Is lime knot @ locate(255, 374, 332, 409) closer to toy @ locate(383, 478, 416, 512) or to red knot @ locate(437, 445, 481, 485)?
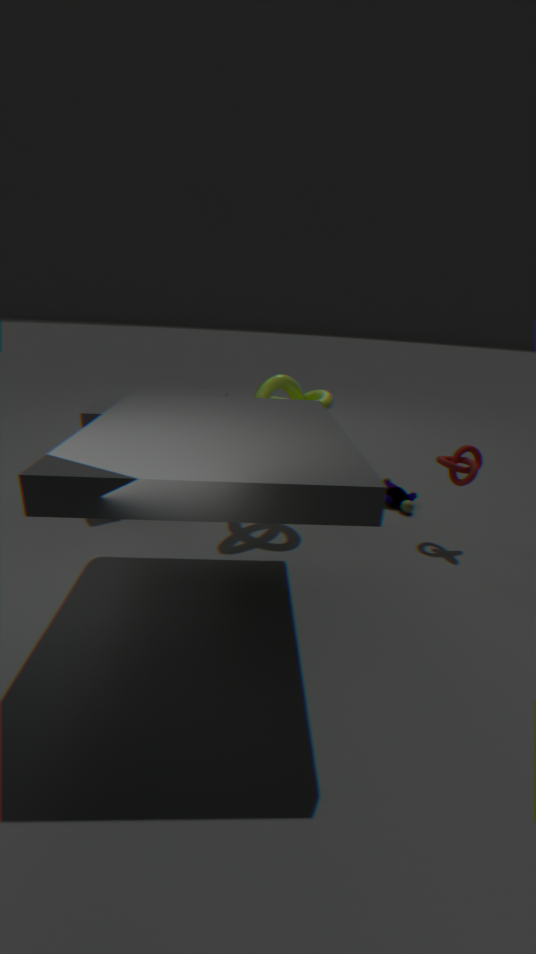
red knot @ locate(437, 445, 481, 485)
